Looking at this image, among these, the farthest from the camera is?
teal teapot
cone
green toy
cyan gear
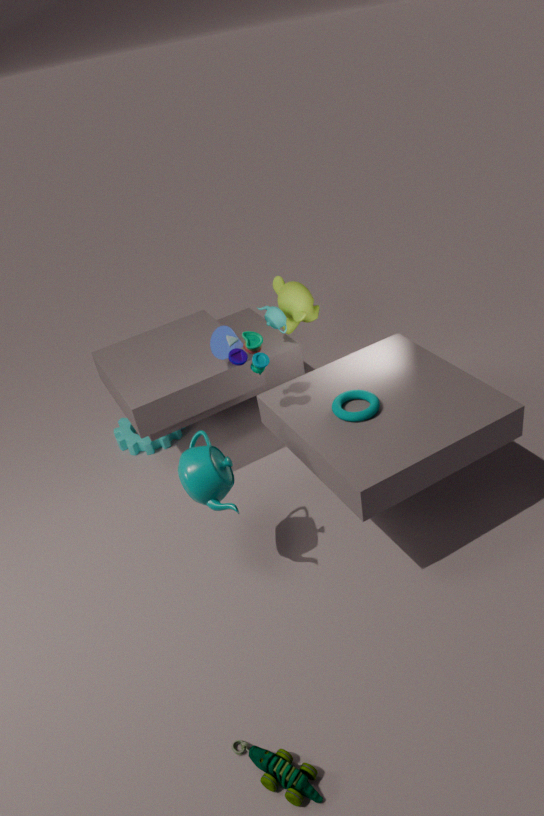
cyan gear
